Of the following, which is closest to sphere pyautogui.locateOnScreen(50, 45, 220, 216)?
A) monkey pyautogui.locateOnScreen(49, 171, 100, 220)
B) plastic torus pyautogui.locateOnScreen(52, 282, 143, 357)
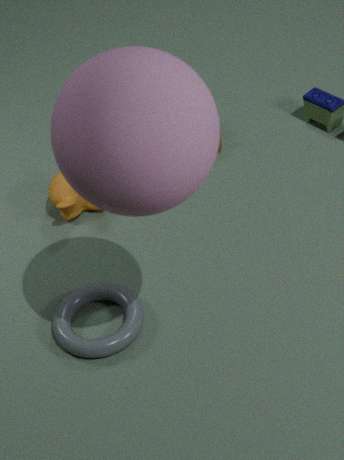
plastic torus pyautogui.locateOnScreen(52, 282, 143, 357)
